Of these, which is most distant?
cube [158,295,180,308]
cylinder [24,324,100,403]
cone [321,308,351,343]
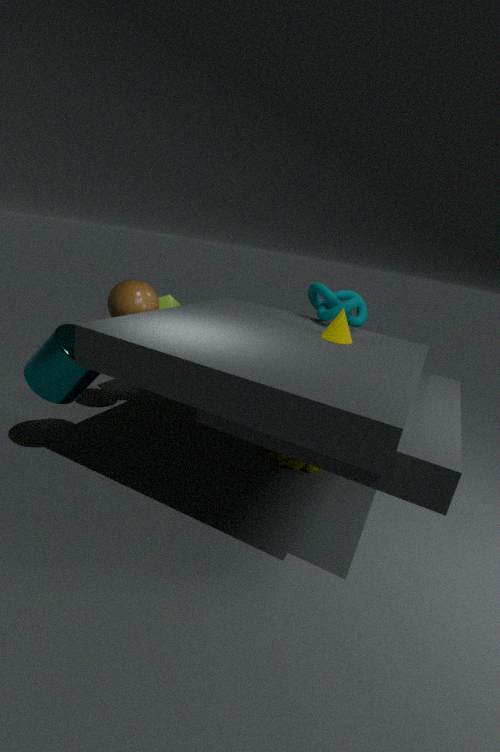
cube [158,295,180,308]
